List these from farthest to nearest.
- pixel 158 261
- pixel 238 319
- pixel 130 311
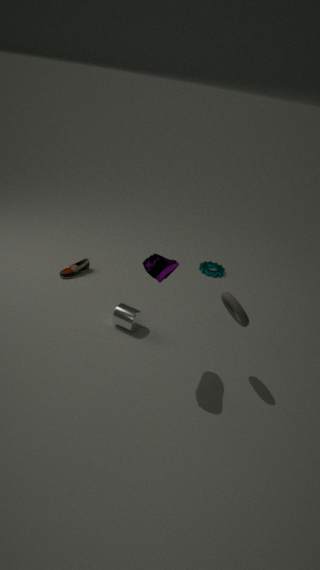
pixel 130 311 < pixel 238 319 < pixel 158 261
